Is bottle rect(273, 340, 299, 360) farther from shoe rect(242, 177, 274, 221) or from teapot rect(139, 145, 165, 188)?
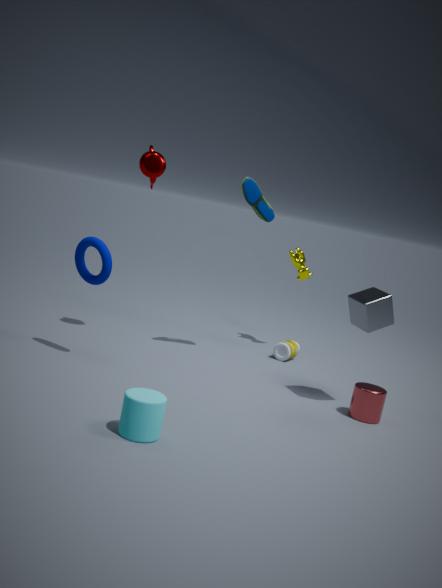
teapot rect(139, 145, 165, 188)
